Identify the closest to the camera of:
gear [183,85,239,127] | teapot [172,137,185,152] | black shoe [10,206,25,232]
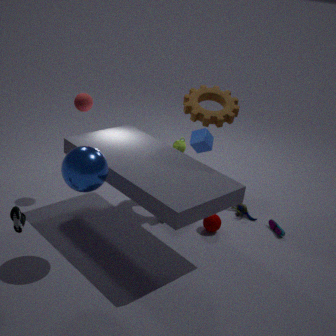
black shoe [10,206,25,232]
